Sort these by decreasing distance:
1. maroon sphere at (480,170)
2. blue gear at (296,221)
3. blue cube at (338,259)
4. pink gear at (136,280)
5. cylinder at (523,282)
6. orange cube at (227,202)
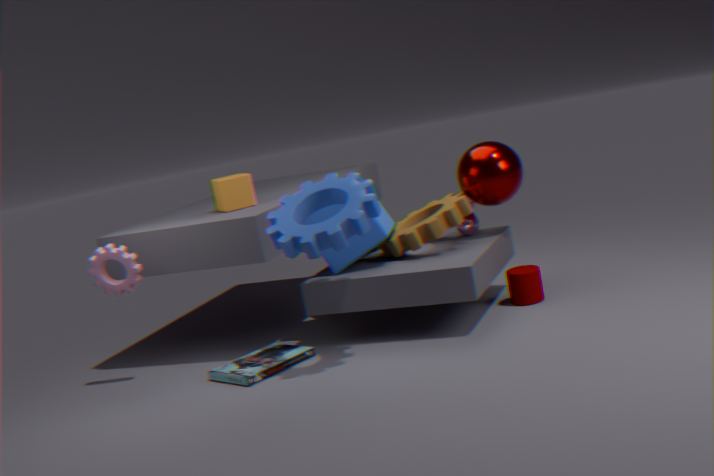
orange cube at (227,202) → maroon sphere at (480,170) → cylinder at (523,282) → blue cube at (338,259) → pink gear at (136,280) → blue gear at (296,221)
